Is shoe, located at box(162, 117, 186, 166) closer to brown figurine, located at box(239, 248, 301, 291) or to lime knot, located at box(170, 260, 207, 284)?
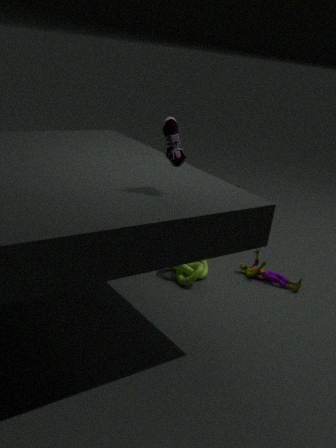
lime knot, located at box(170, 260, 207, 284)
